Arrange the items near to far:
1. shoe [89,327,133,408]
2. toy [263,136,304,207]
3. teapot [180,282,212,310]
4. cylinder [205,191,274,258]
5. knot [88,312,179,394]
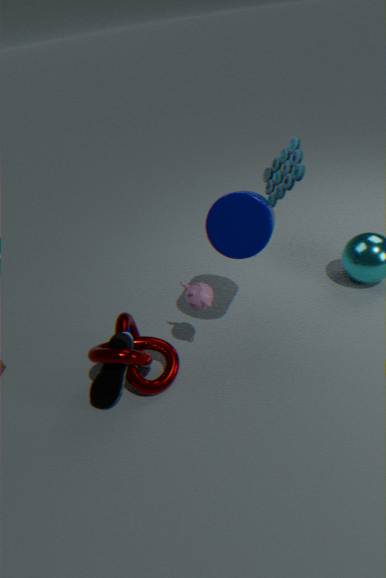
cylinder [205,191,274,258]
knot [88,312,179,394]
shoe [89,327,133,408]
teapot [180,282,212,310]
toy [263,136,304,207]
